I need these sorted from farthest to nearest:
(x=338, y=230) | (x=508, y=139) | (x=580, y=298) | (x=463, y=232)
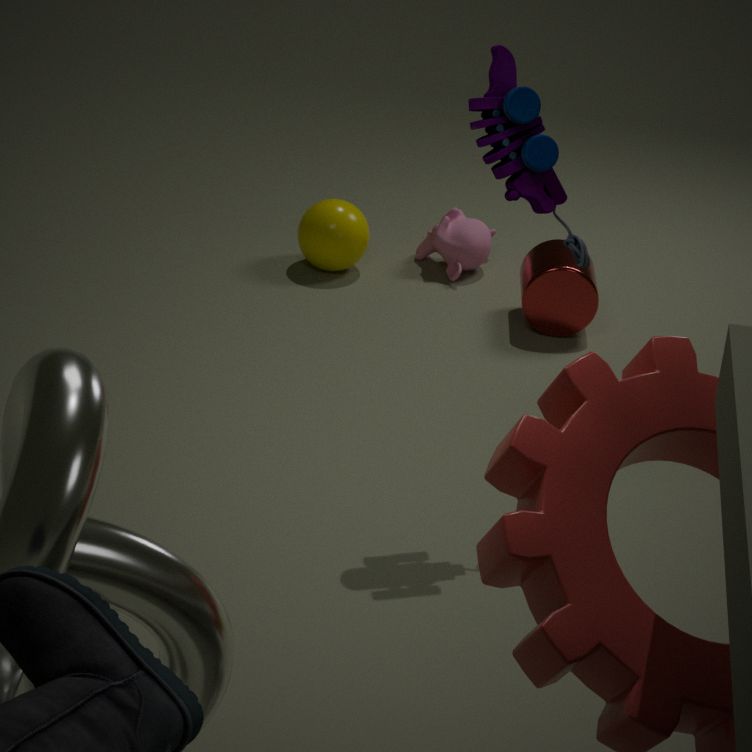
(x=463, y=232) < (x=338, y=230) < (x=580, y=298) < (x=508, y=139)
